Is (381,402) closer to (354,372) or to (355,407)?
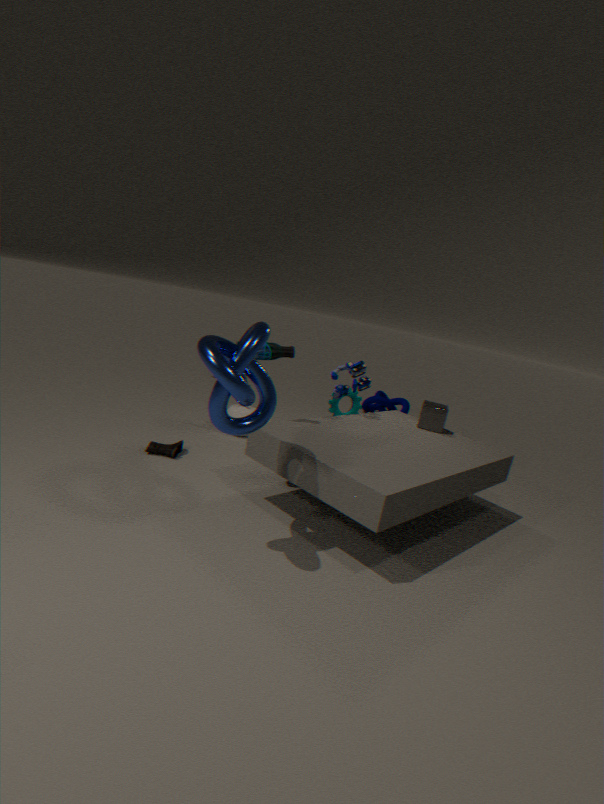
(355,407)
